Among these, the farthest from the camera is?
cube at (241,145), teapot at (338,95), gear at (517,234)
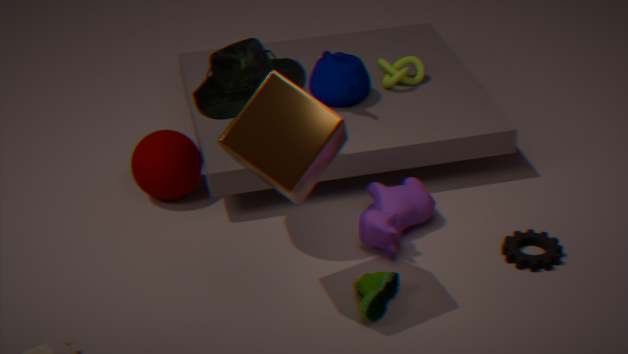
teapot at (338,95)
